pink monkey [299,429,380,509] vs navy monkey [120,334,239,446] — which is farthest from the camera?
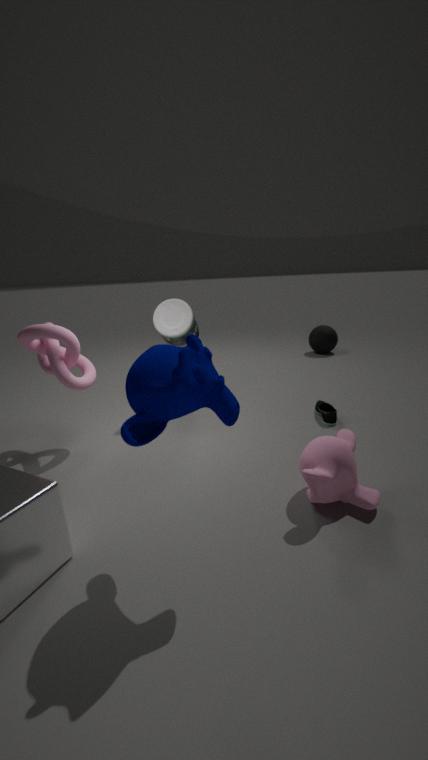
pink monkey [299,429,380,509]
